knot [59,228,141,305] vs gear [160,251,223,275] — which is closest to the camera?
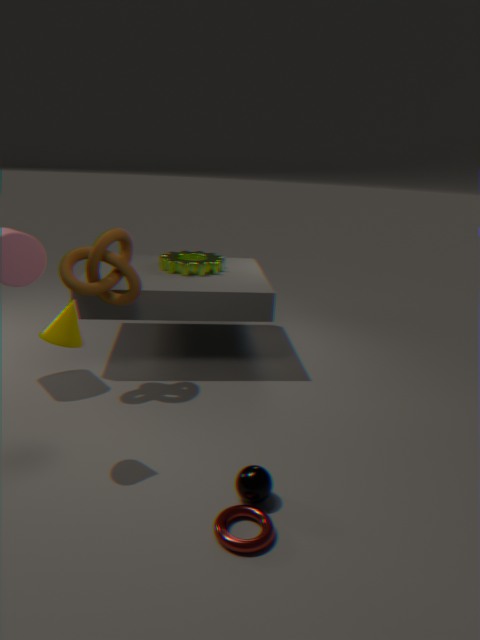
knot [59,228,141,305]
